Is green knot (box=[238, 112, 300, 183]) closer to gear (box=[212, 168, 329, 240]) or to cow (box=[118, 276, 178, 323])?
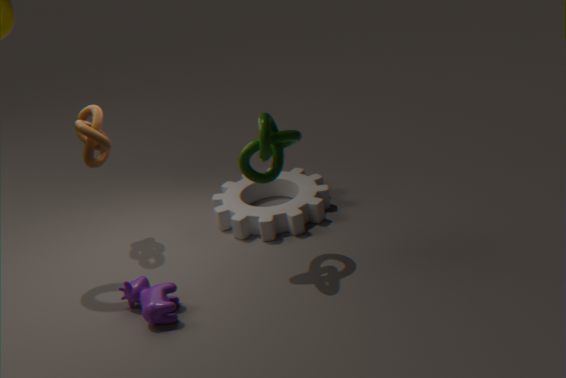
gear (box=[212, 168, 329, 240])
